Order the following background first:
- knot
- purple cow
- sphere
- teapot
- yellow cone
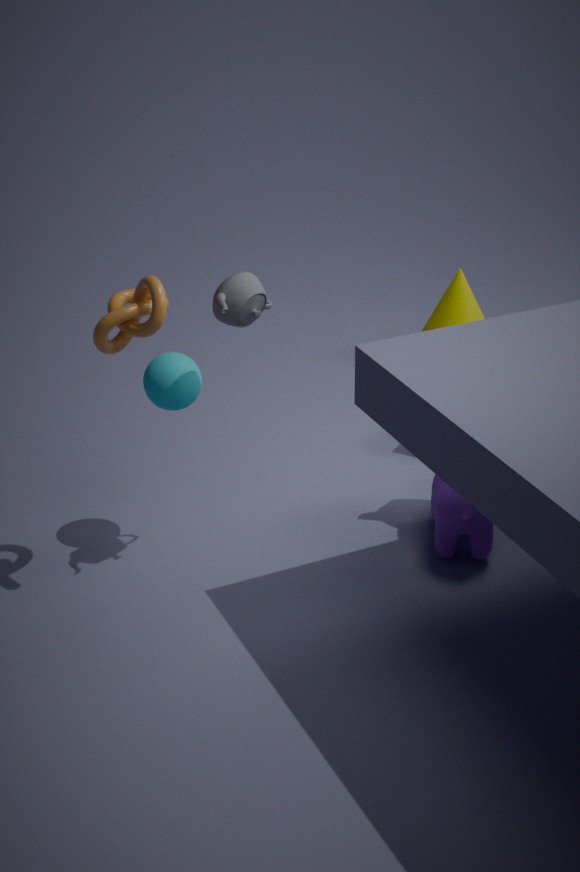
yellow cone → purple cow → sphere → teapot → knot
